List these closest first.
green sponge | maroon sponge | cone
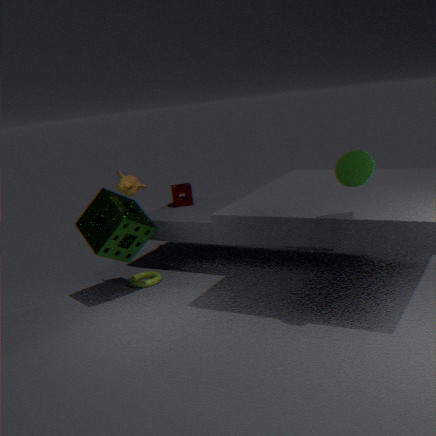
cone < green sponge < maroon sponge
